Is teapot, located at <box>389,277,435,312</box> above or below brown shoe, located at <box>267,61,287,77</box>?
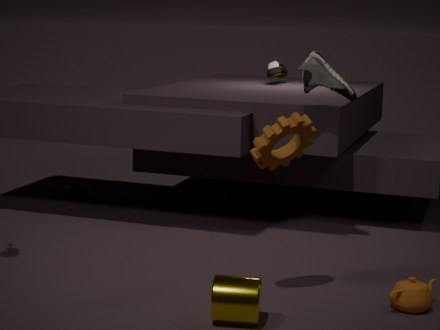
below
